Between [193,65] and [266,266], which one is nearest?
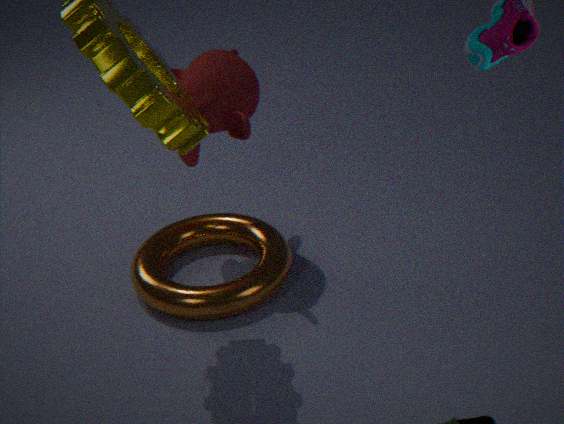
[193,65]
